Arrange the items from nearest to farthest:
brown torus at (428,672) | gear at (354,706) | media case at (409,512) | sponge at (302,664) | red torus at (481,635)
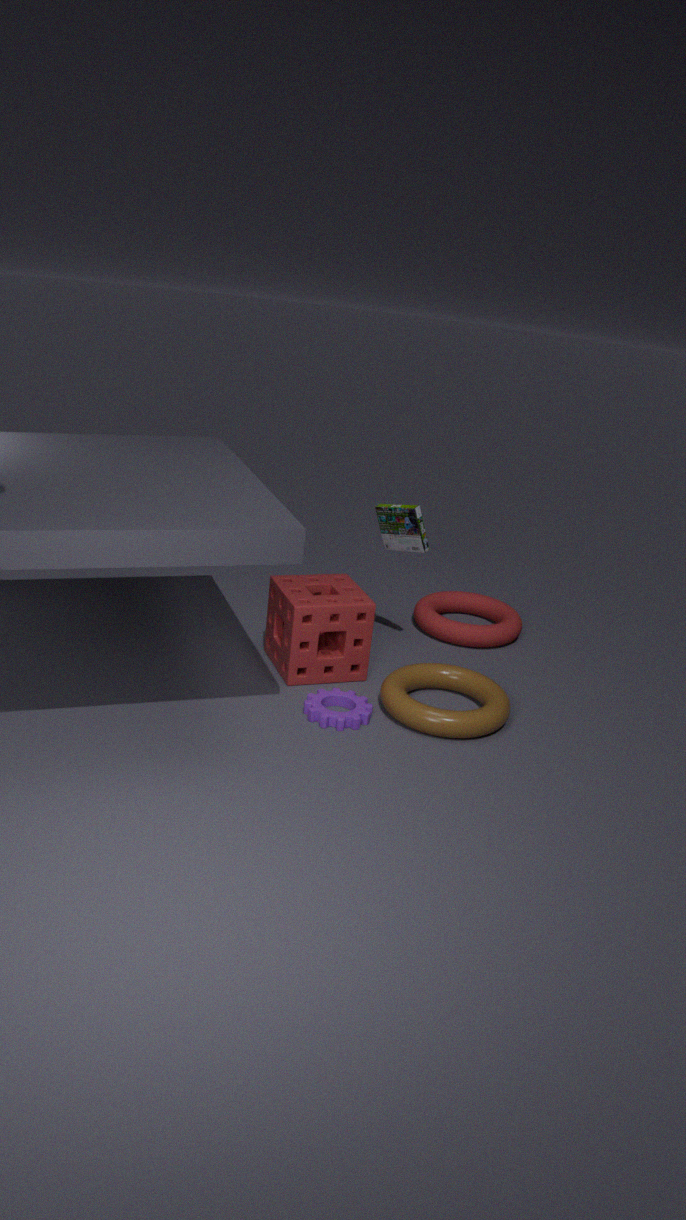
brown torus at (428,672) → gear at (354,706) → sponge at (302,664) → media case at (409,512) → red torus at (481,635)
